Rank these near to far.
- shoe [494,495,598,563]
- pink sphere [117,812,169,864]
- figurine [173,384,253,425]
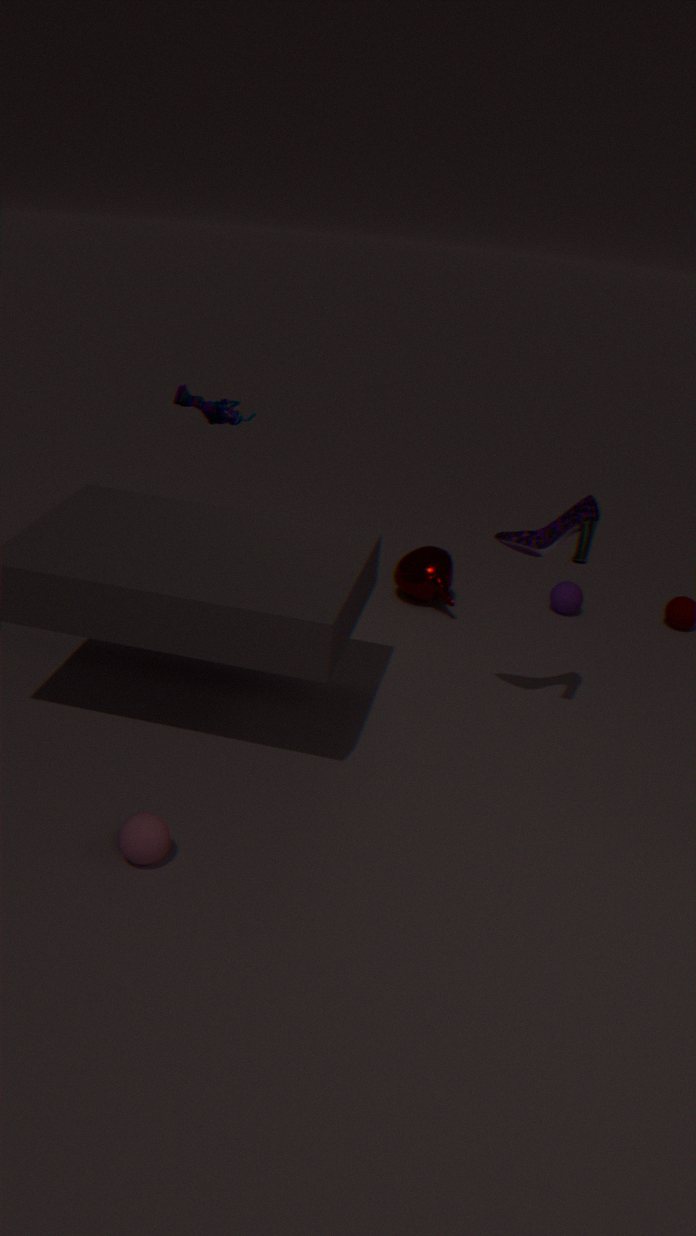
1. pink sphere [117,812,169,864]
2. shoe [494,495,598,563]
3. figurine [173,384,253,425]
